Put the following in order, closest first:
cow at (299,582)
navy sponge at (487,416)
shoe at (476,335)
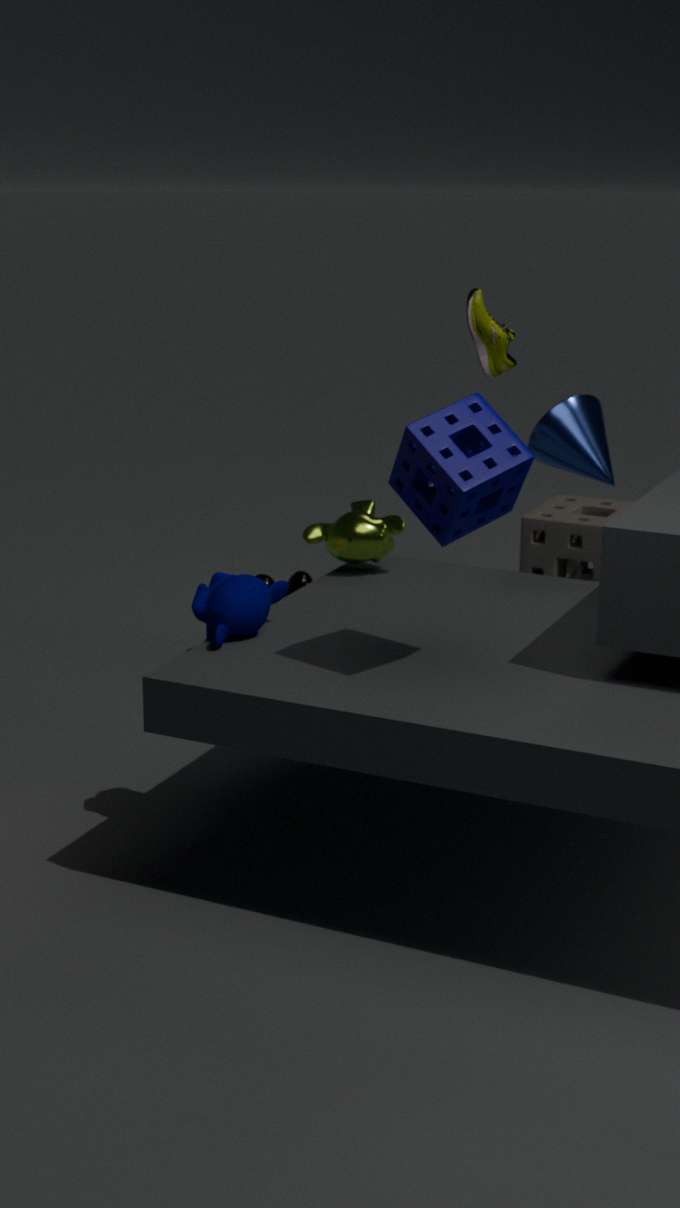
navy sponge at (487,416)
shoe at (476,335)
cow at (299,582)
